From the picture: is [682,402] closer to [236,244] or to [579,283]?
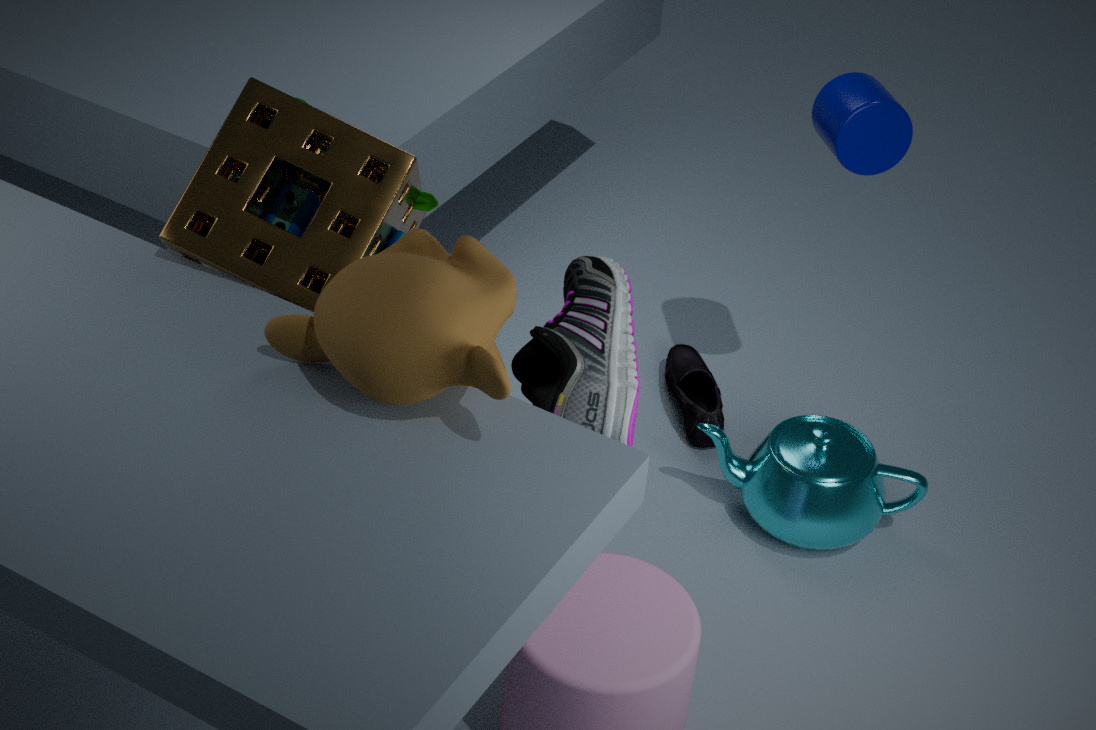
[579,283]
